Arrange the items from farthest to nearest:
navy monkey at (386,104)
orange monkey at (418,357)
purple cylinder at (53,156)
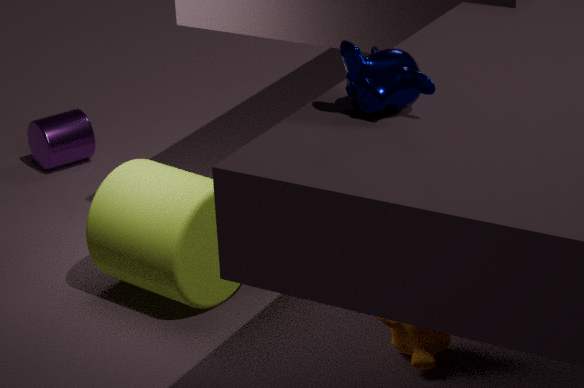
purple cylinder at (53,156) < orange monkey at (418,357) < navy monkey at (386,104)
